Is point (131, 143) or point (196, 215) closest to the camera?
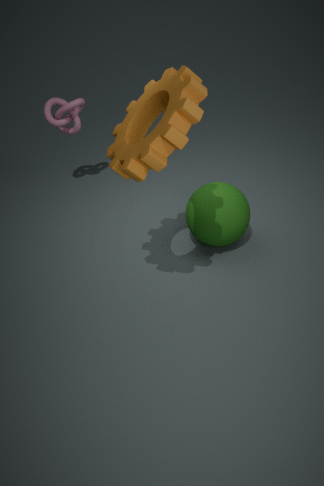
point (131, 143)
